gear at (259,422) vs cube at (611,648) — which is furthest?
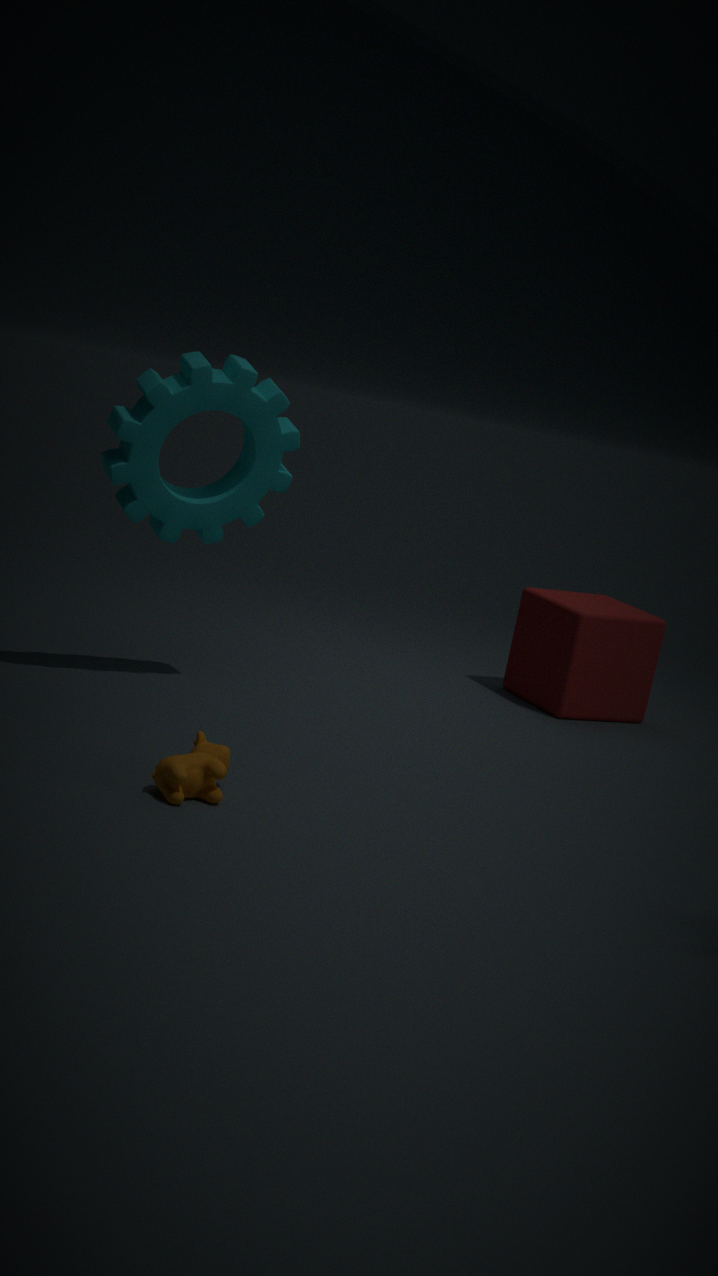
cube at (611,648)
